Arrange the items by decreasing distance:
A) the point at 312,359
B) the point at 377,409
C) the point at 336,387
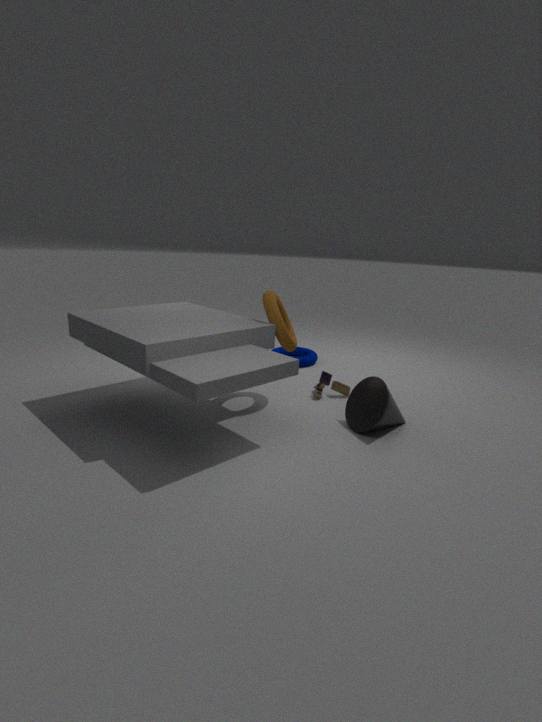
the point at 312,359, the point at 336,387, the point at 377,409
